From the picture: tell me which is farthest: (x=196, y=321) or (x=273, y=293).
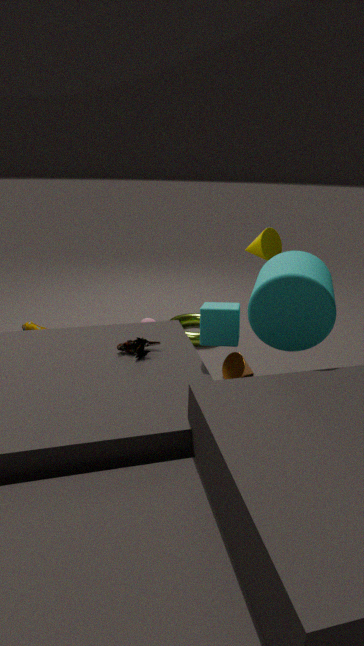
(x=196, y=321)
